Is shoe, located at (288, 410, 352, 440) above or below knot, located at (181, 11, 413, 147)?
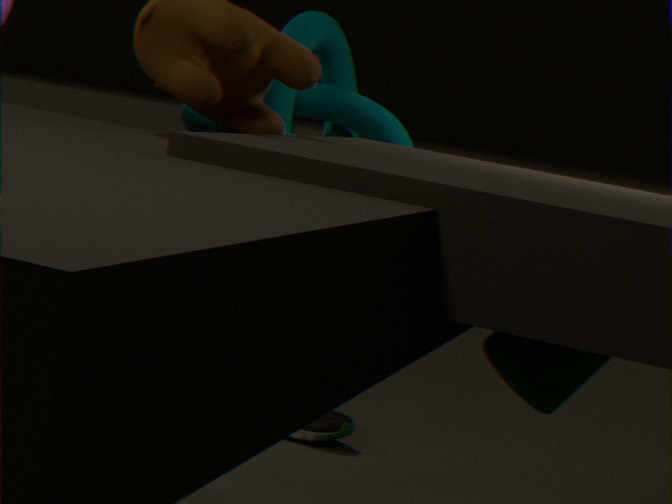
below
